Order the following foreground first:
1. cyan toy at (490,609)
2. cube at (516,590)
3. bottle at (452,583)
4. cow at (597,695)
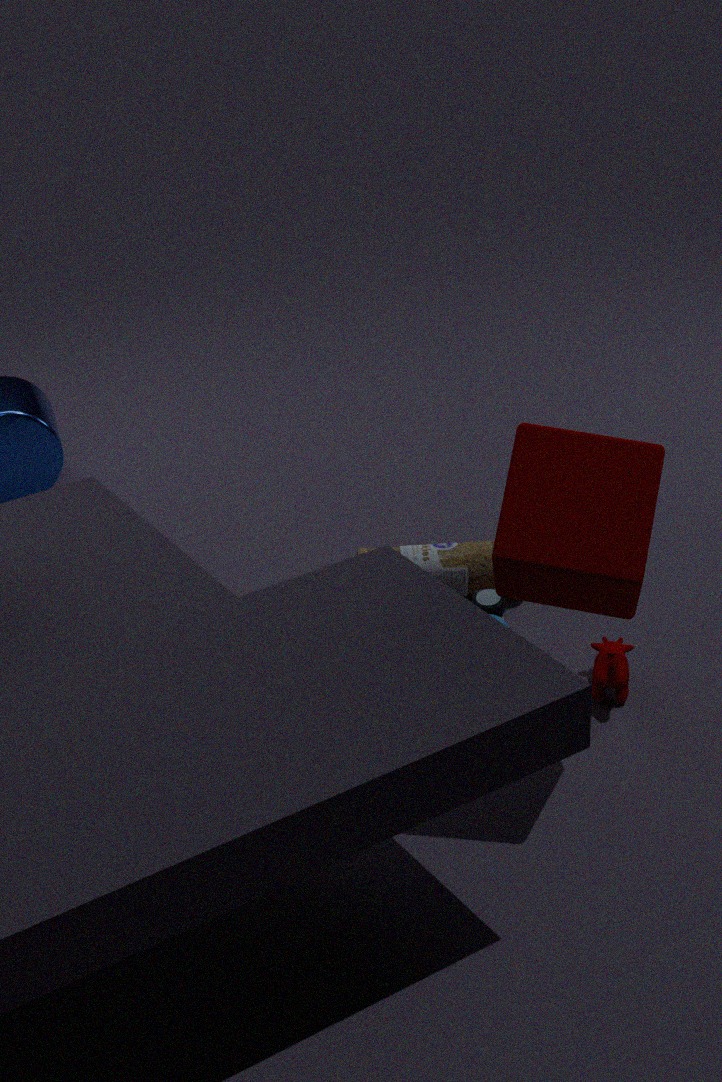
1. cube at (516,590)
2. cow at (597,695)
3. cyan toy at (490,609)
4. bottle at (452,583)
